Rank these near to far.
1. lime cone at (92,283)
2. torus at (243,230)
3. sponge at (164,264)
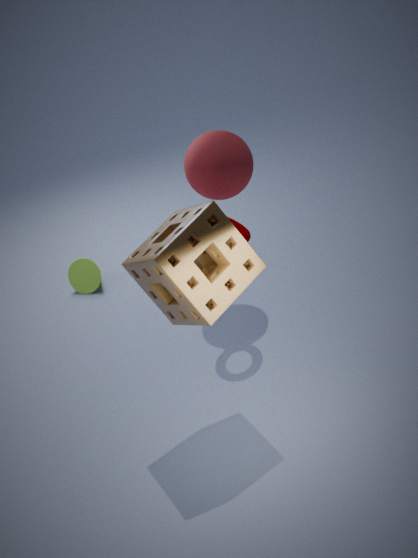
sponge at (164,264)
torus at (243,230)
lime cone at (92,283)
